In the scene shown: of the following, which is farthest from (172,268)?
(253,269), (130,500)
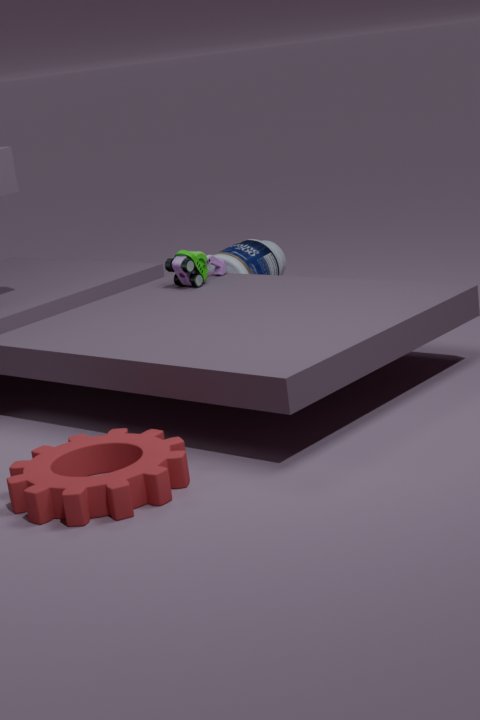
(130,500)
